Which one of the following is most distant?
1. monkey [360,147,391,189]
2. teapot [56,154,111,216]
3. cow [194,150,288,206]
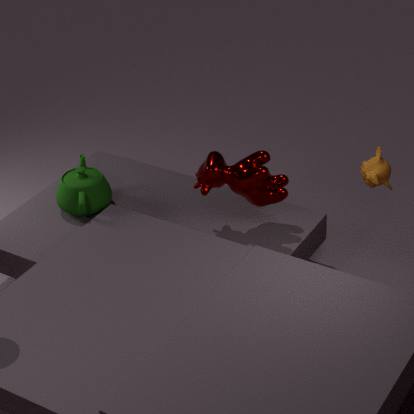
teapot [56,154,111,216]
